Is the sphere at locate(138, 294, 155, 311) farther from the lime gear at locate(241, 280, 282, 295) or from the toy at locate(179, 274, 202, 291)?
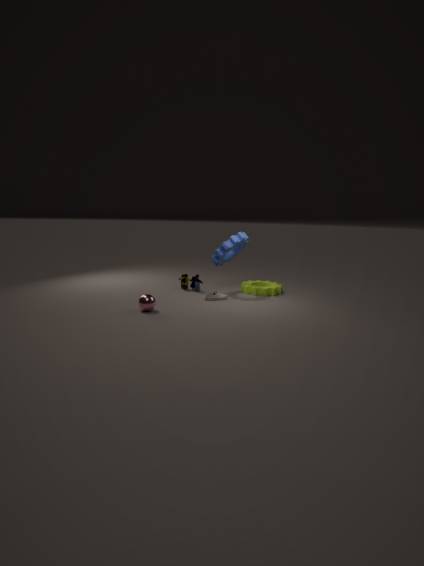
the lime gear at locate(241, 280, 282, 295)
